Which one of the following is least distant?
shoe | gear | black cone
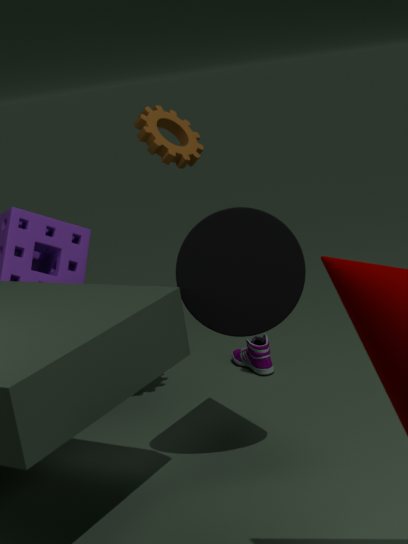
black cone
